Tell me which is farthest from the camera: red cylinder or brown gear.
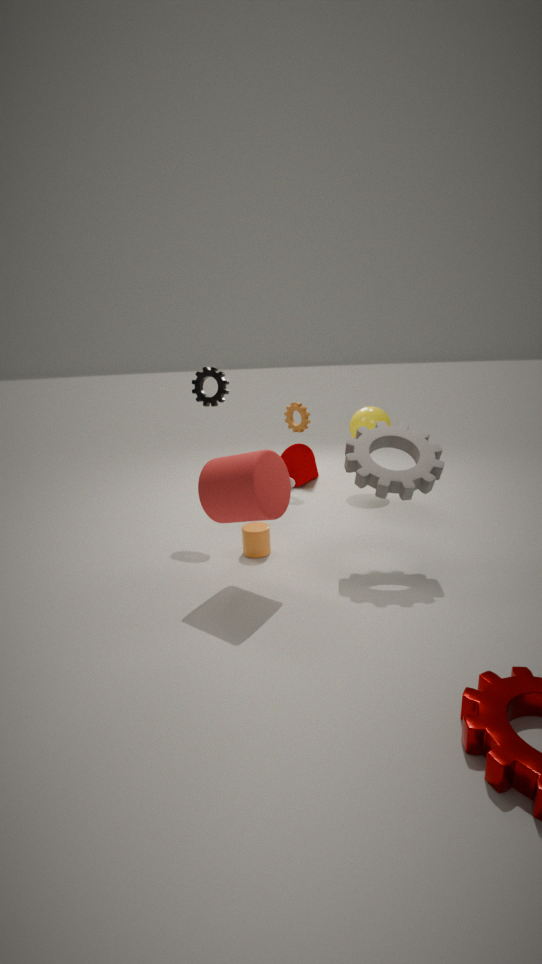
brown gear
